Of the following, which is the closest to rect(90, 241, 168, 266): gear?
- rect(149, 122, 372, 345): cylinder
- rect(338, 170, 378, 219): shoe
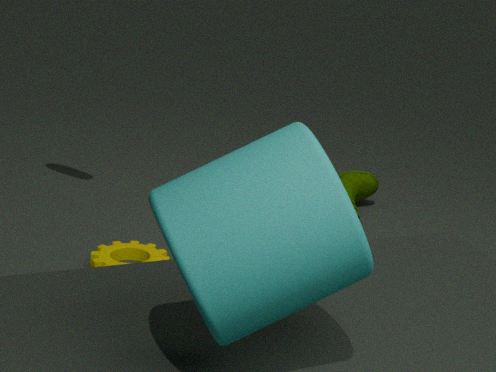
rect(338, 170, 378, 219): shoe
